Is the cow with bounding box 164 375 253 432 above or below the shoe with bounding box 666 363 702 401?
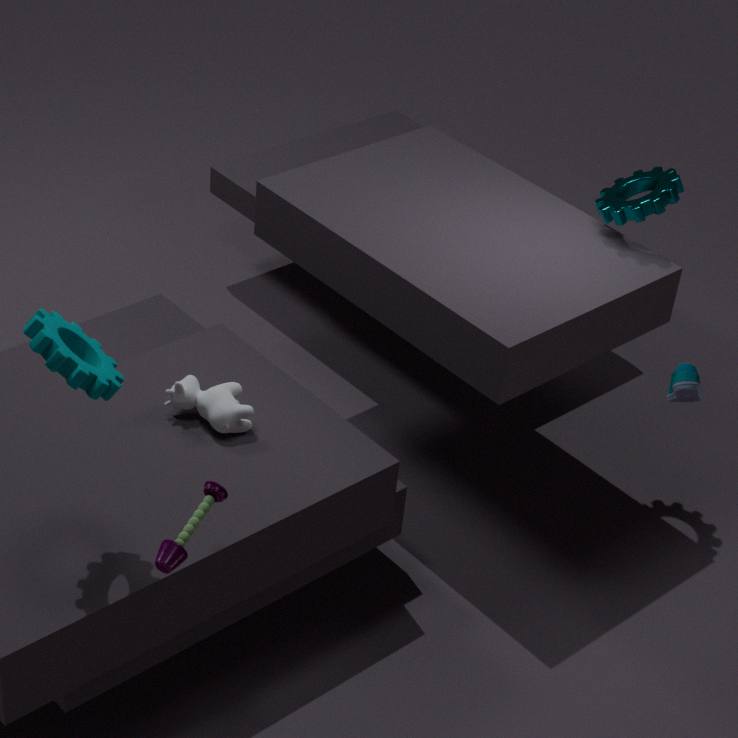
below
